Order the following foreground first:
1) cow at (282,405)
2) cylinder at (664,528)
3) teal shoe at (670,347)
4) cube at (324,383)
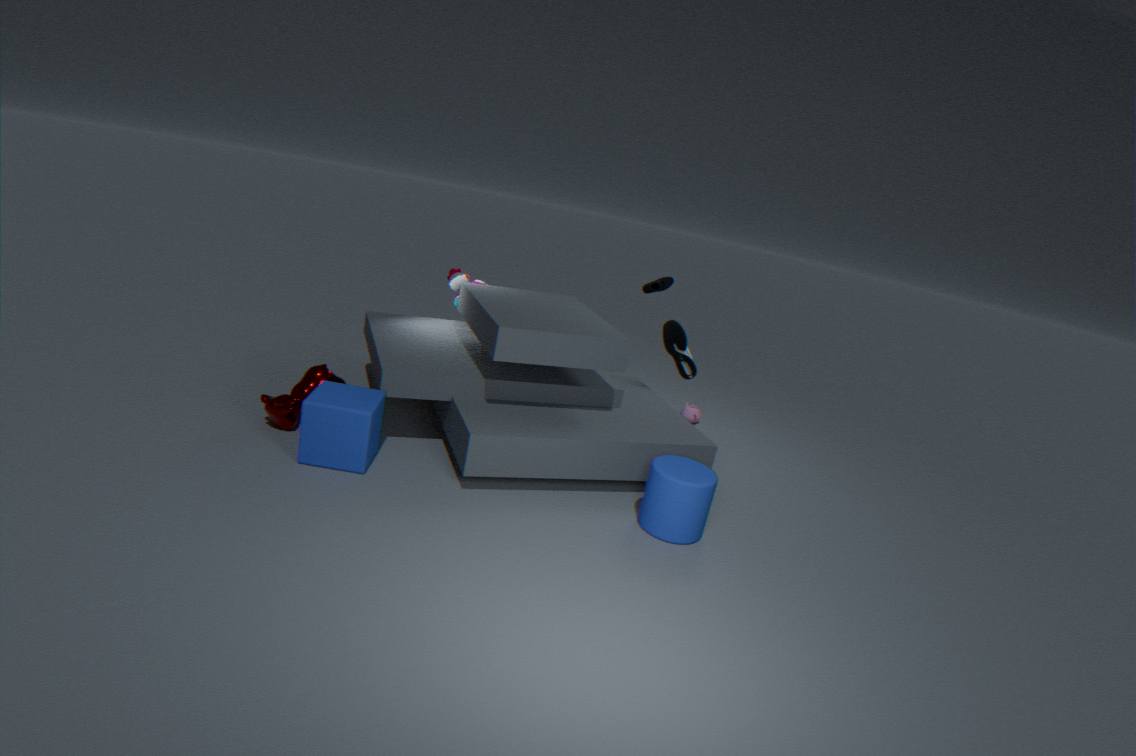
2. cylinder at (664,528)
4. cube at (324,383)
1. cow at (282,405)
3. teal shoe at (670,347)
